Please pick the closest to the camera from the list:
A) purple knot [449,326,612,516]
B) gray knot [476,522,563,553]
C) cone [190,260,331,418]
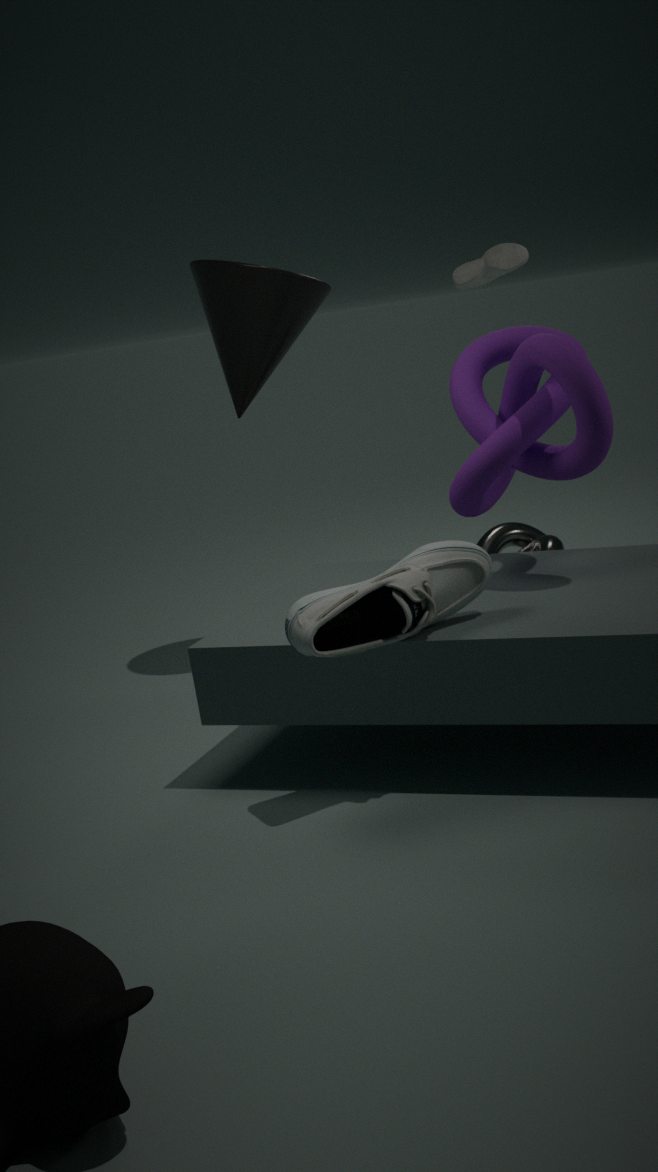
purple knot [449,326,612,516]
